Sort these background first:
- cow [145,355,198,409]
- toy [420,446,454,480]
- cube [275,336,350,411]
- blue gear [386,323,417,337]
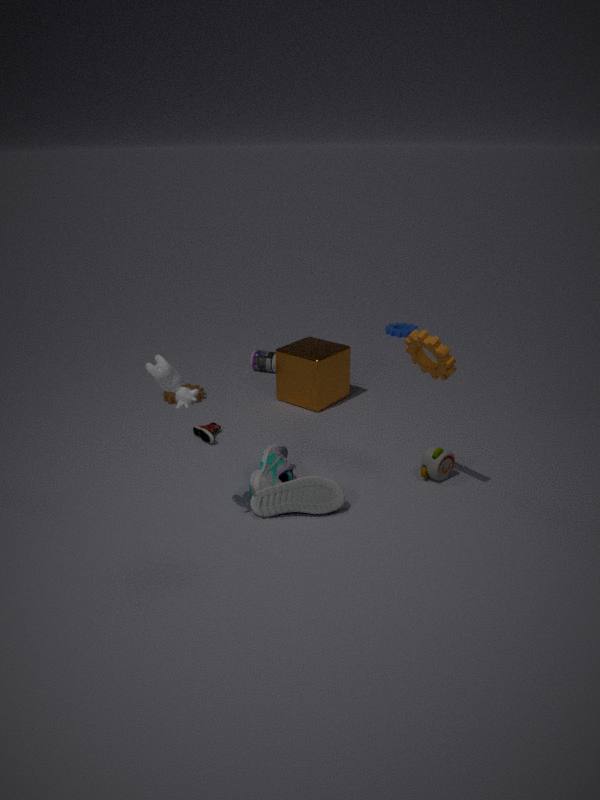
blue gear [386,323,417,337]
cube [275,336,350,411]
toy [420,446,454,480]
cow [145,355,198,409]
